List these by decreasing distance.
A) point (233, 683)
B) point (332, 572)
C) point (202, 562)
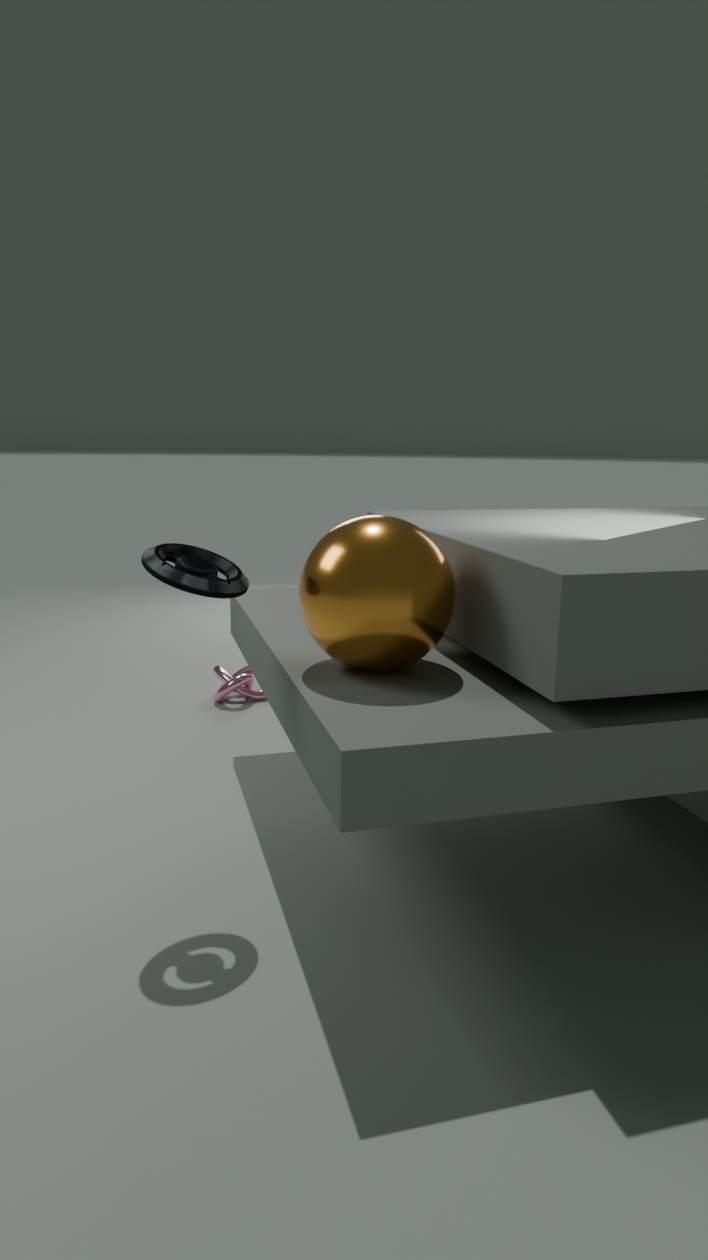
1. point (233, 683)
2. point (202, 562)
3. point (332, 572)
